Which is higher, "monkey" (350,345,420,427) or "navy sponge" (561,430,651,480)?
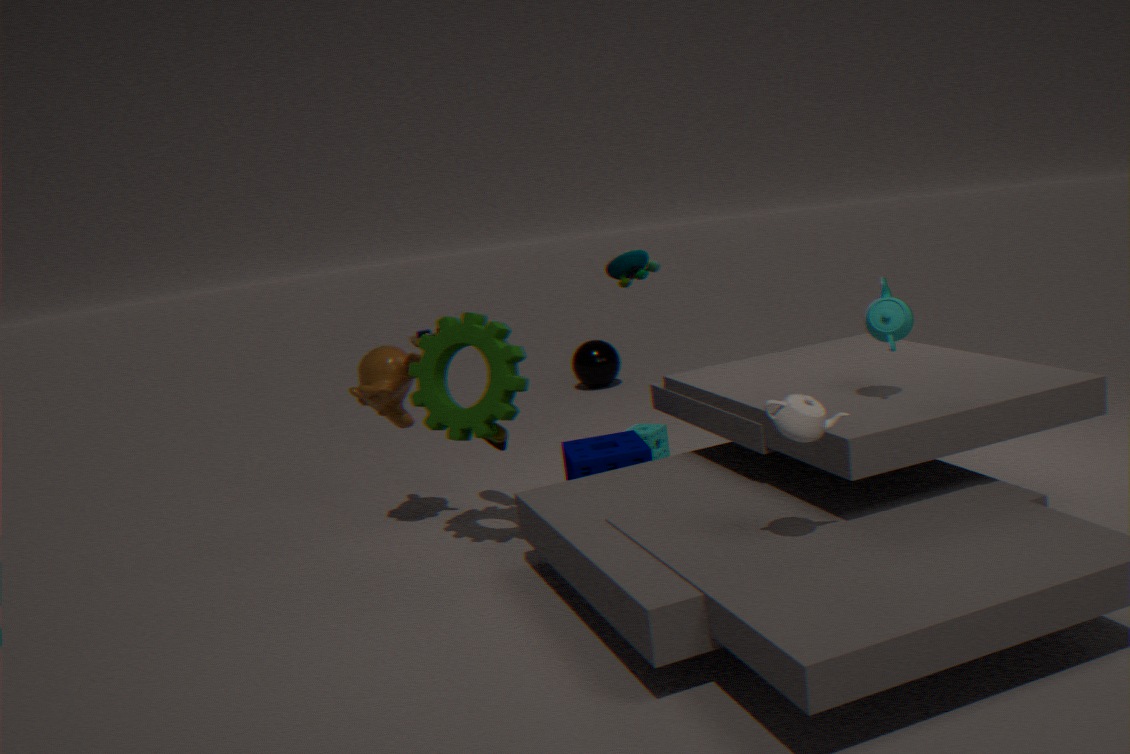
"monkey" (350,345,420,427)
